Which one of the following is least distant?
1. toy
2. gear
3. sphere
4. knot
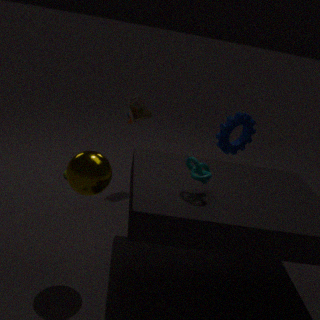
sphere
